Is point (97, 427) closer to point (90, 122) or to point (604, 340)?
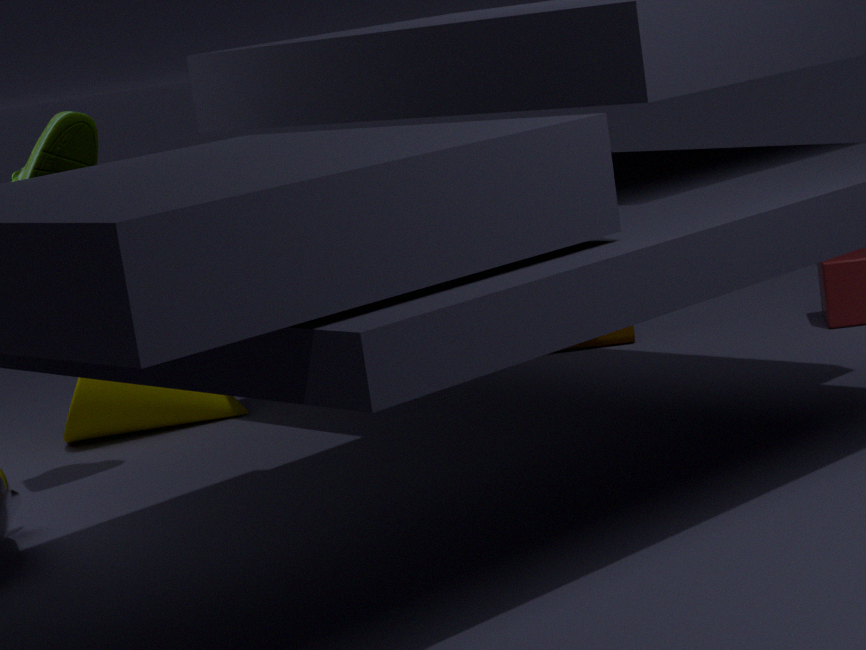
point (90, 122)
